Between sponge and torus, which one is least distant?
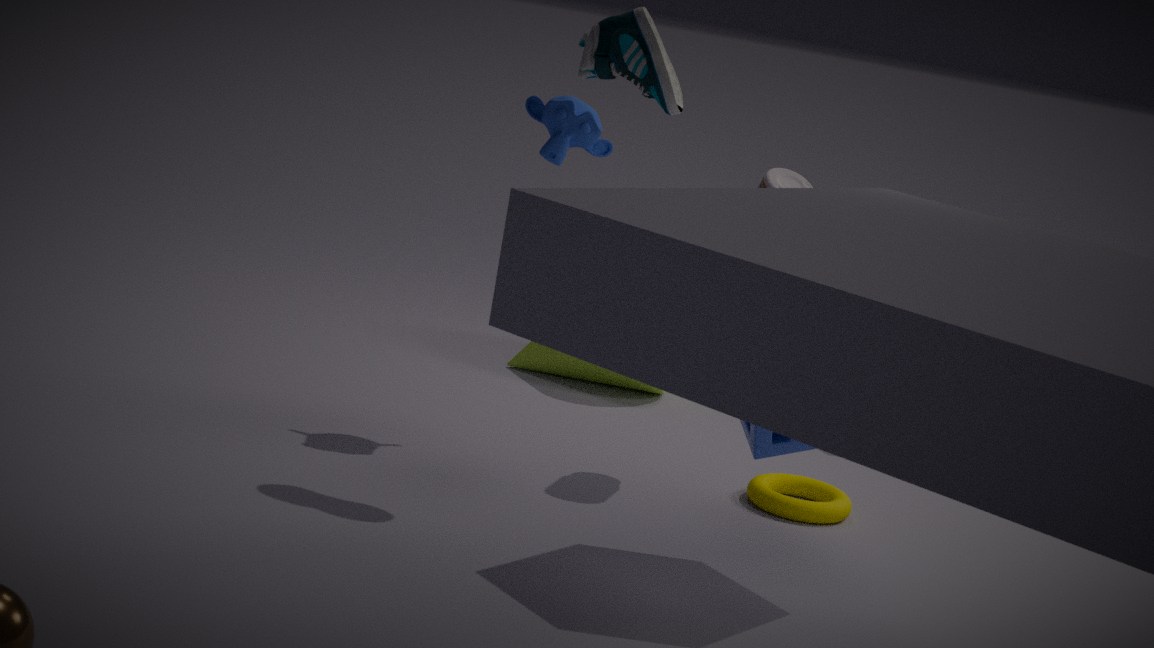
sponge
